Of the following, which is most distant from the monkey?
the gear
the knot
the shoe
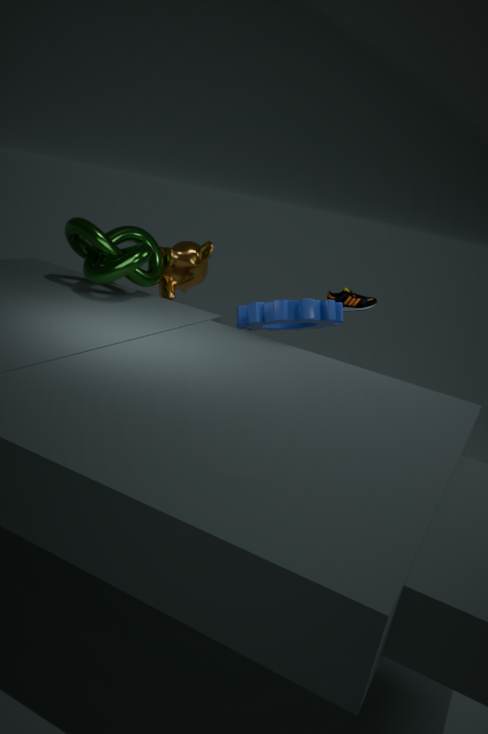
the shoe
